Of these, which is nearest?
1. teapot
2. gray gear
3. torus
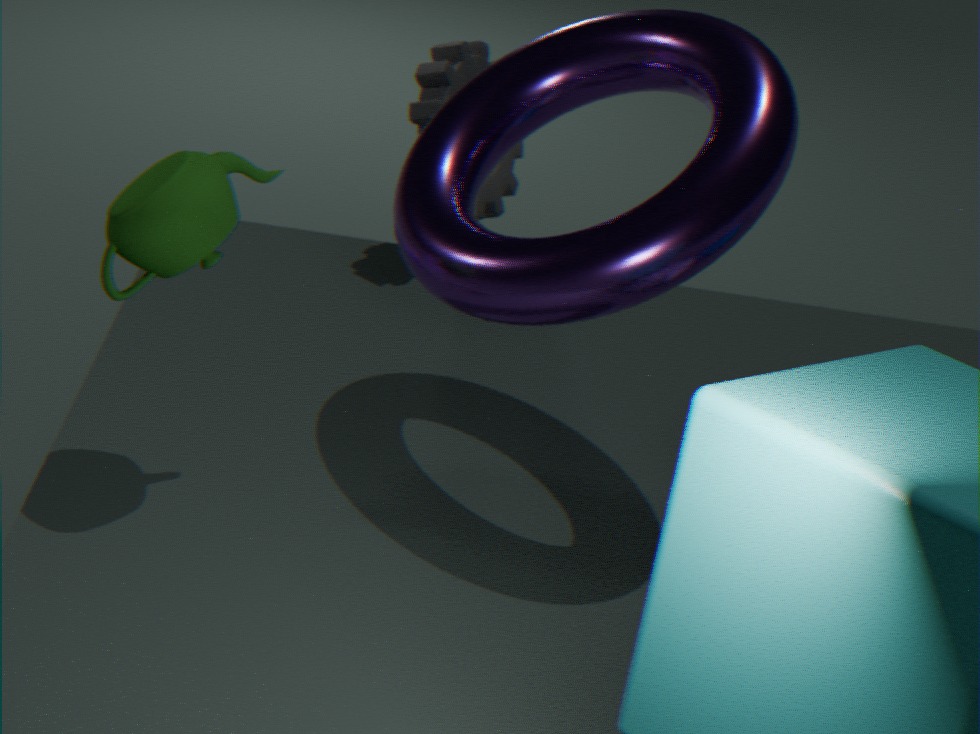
teapot
